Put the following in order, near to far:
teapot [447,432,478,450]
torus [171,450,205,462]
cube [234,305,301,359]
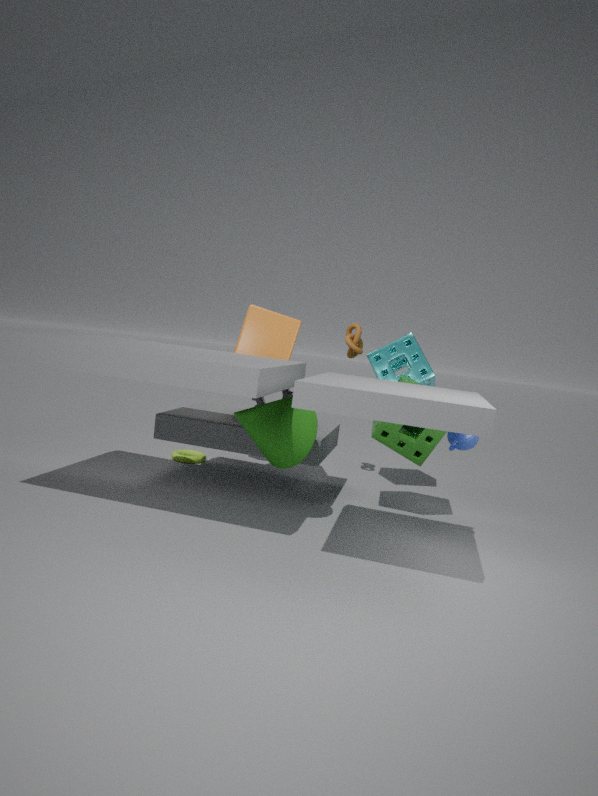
teapot [447,432,478,450]
cube [234,305,301,359]
torus [171,450,205,462]
